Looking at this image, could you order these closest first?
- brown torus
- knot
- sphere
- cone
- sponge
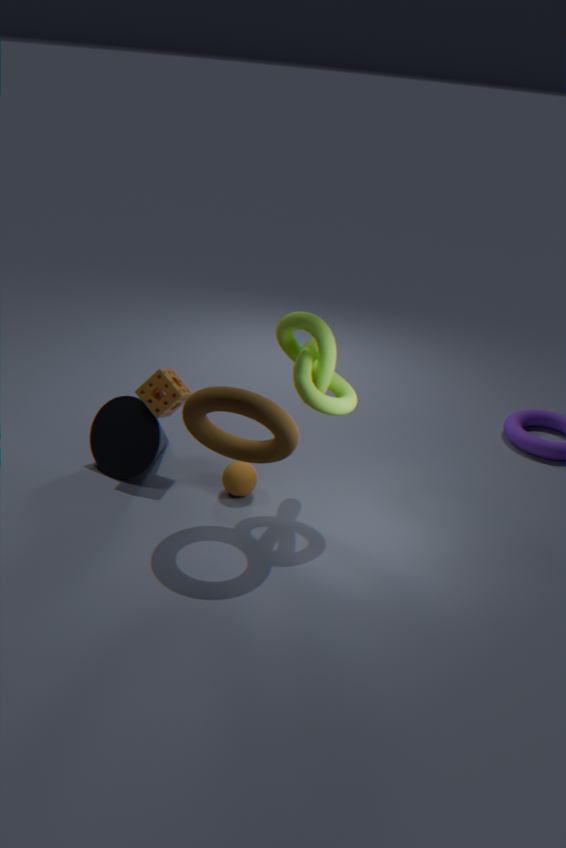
brown torus
knot
sphere
sponge
cone
